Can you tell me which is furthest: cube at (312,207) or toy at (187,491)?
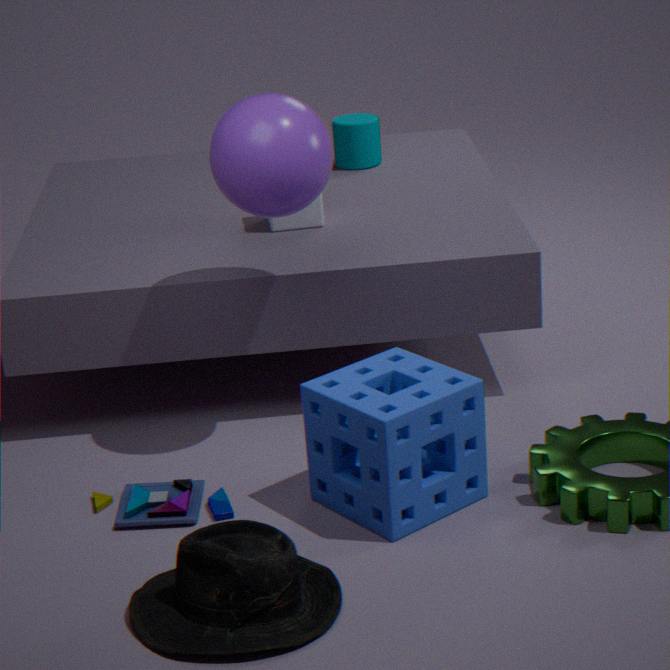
cube at (312,207)
